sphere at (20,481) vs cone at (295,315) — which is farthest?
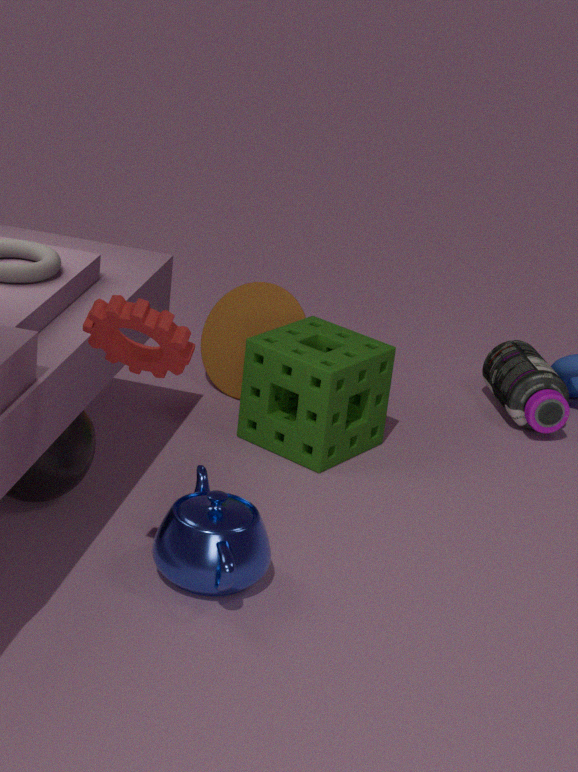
cone at (295,315)
